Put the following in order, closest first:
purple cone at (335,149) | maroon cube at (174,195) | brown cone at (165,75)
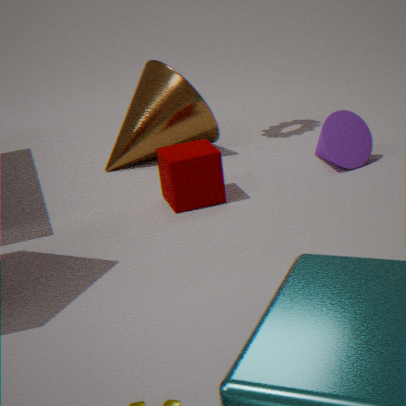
1. maroon cube at (174,195)
2. purple cone at (335,149)
3. brown cone at (165,75)
